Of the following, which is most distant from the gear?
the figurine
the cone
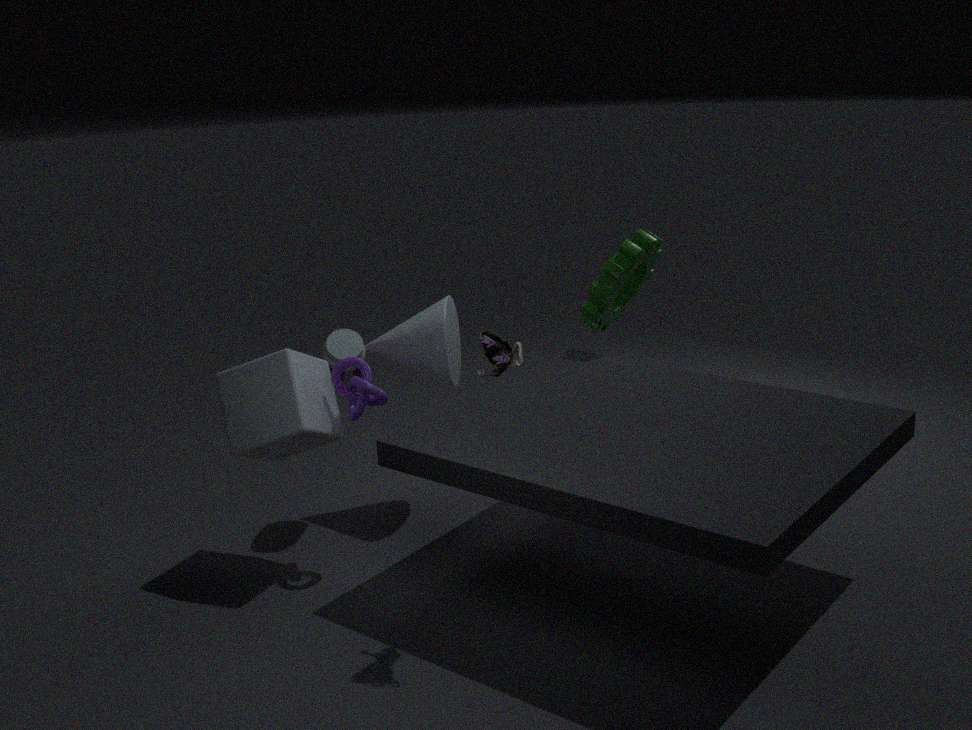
the figurine
